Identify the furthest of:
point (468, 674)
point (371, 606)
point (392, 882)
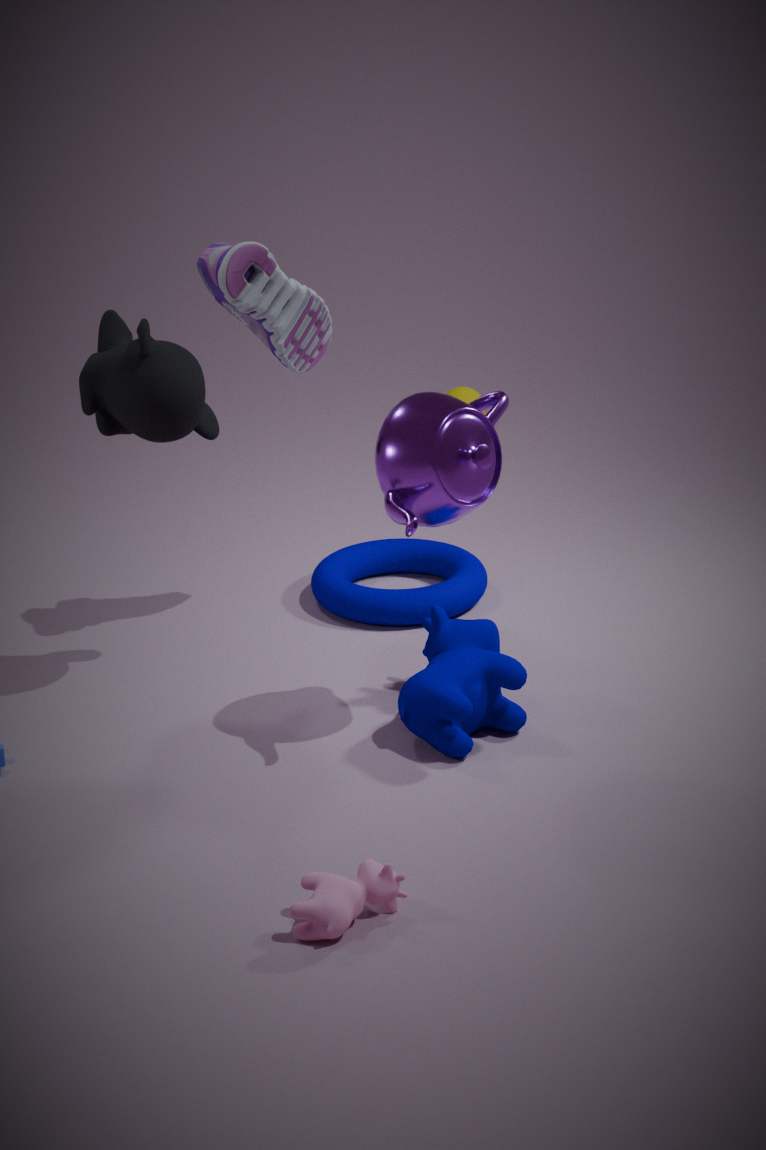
point (371, 606)
